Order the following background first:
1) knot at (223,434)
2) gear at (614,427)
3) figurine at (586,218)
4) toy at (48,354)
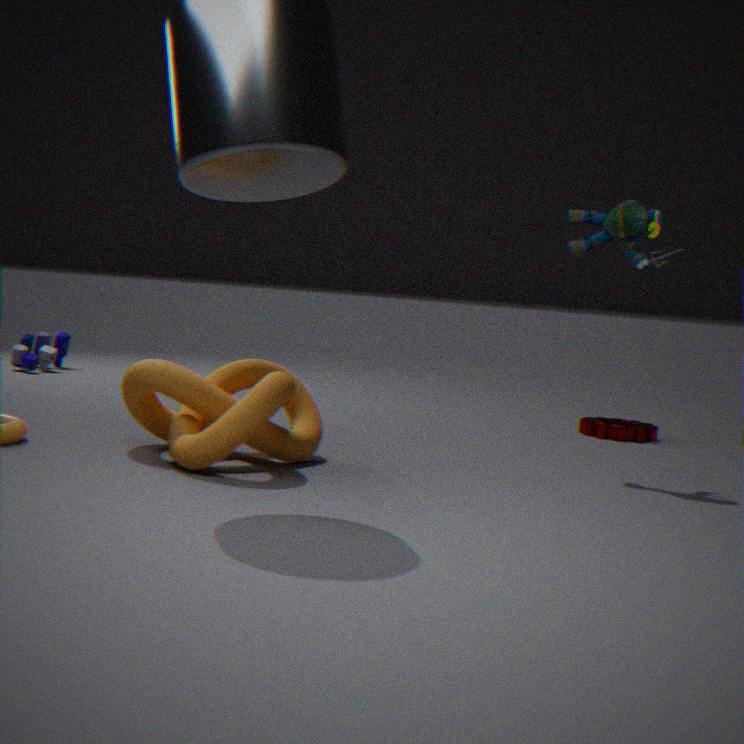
4. toy at (48,354) < 2. gear at (614,427) < 3. figurine at (586,218) < 1. knot at (223,434)
